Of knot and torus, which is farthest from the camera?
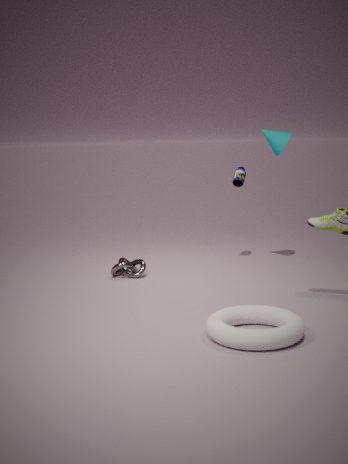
knot
